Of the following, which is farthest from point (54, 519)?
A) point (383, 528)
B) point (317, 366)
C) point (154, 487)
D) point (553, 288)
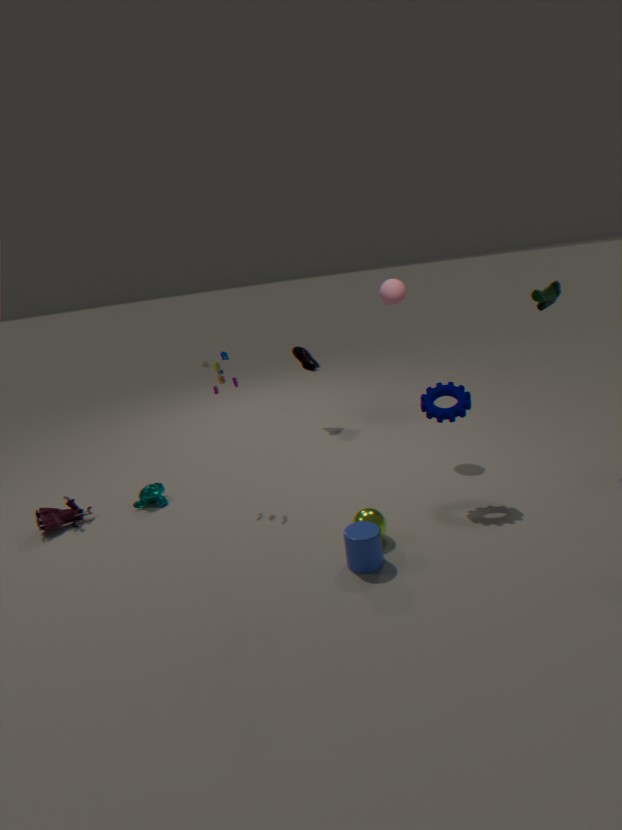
point (553, 288)
